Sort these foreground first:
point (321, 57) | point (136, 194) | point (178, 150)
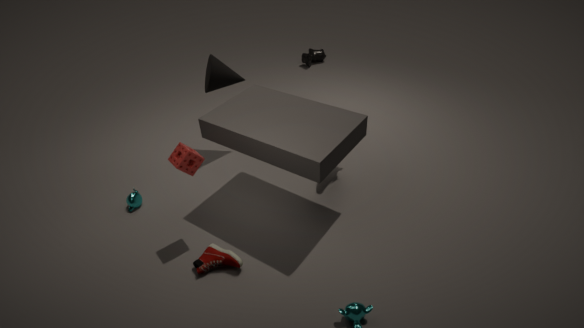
point (178, 150), point (136, 194), point (321, 57)
